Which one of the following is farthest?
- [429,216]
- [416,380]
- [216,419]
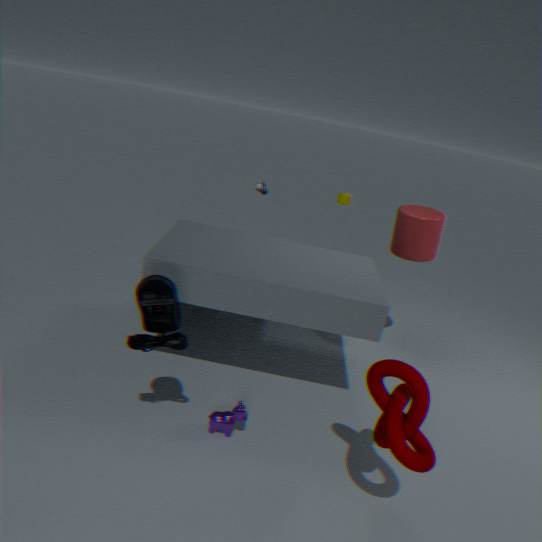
[429,216]
